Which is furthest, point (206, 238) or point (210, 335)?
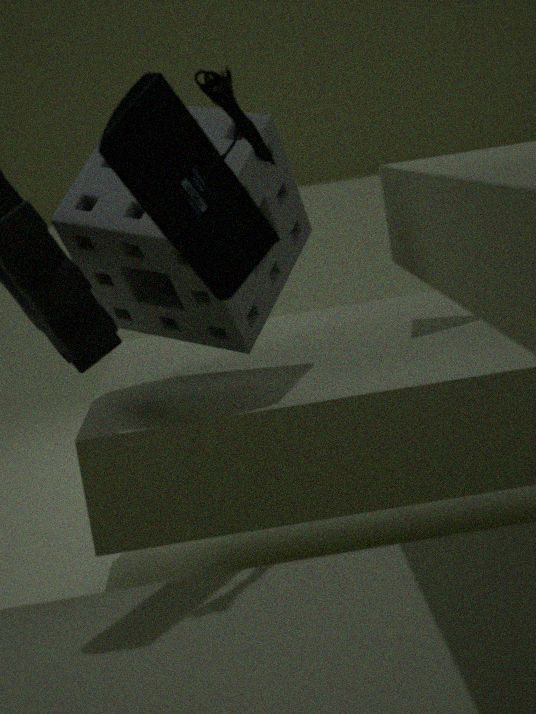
point (210, 335)
